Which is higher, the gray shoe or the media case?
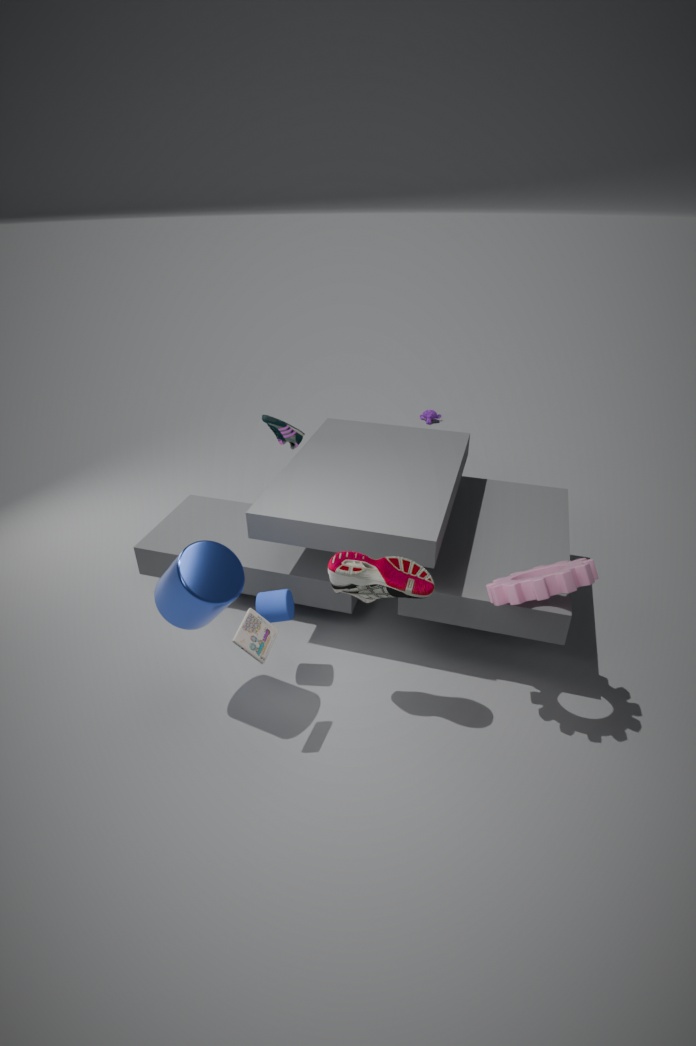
the gray shoe
